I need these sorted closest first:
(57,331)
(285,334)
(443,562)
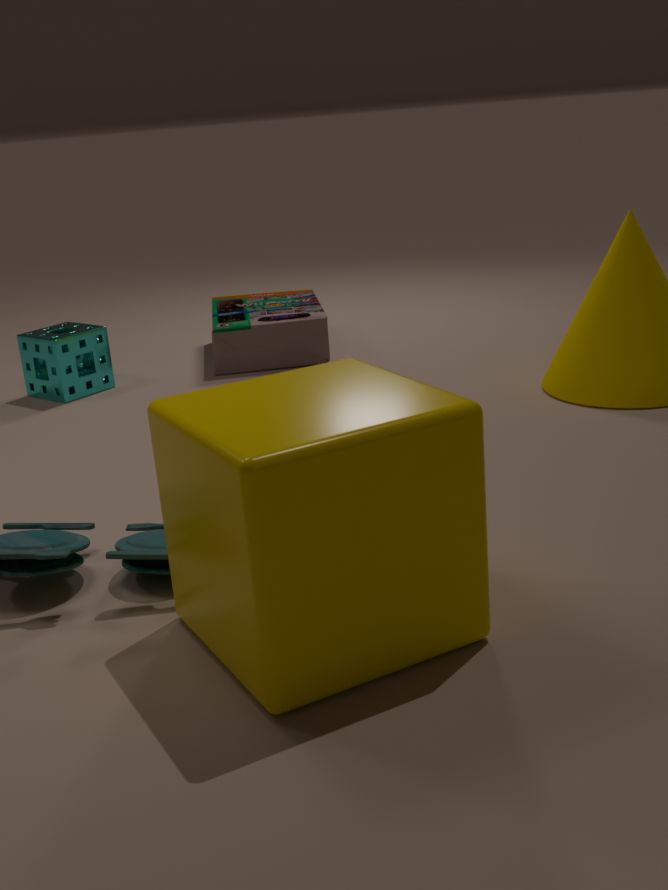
(443,562)
(57,331)
(285,334)
